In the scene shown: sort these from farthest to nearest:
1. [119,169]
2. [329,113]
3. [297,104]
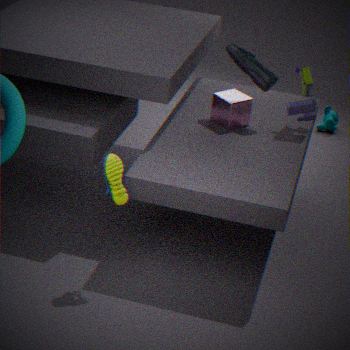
[329,113]
[297,104]
[119,169]
